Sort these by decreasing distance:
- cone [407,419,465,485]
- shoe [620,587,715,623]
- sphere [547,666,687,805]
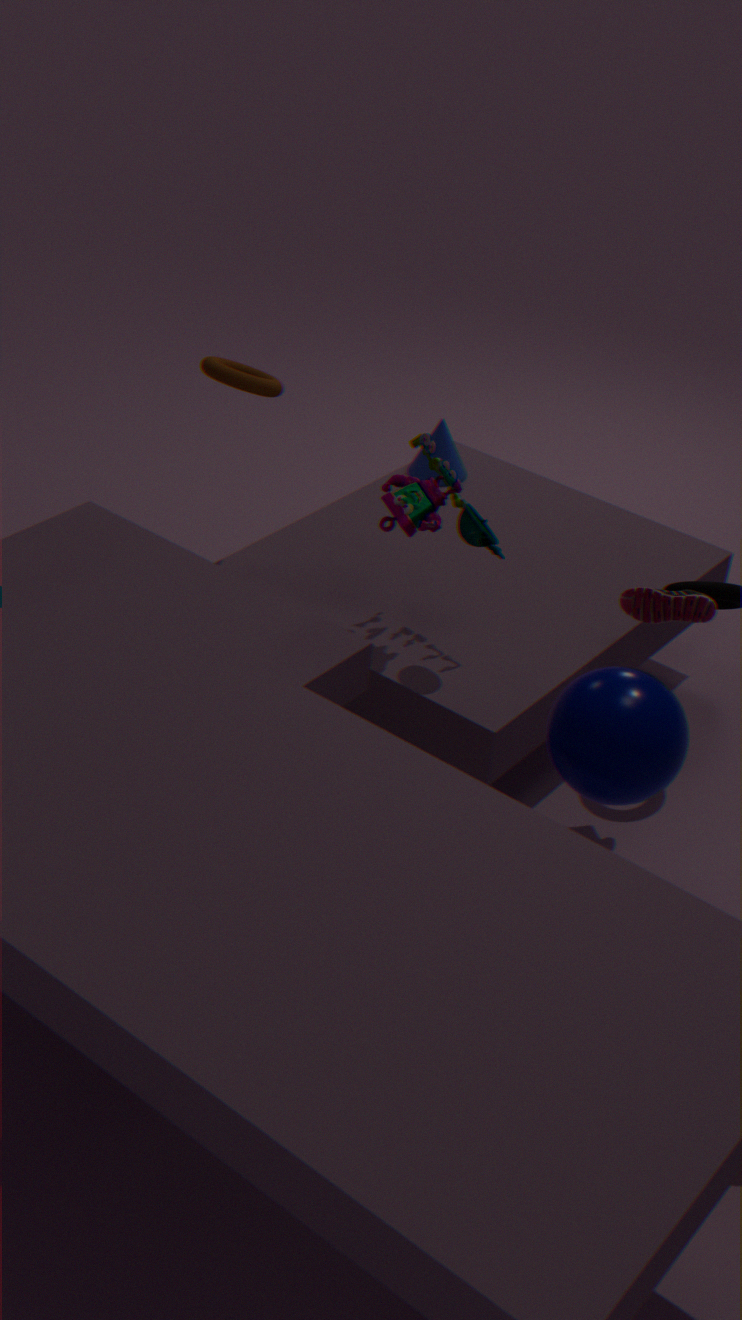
1. cone [407,419,465,485]
2. shoe [620,587,715,623]
3. sphere [547,666,687,805]
